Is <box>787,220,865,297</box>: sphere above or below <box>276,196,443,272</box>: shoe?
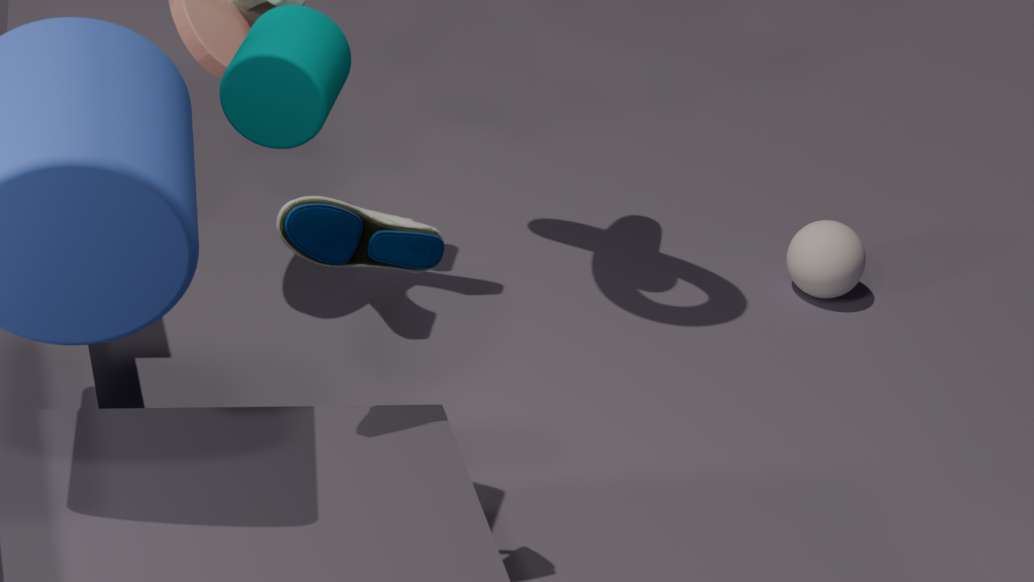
below
